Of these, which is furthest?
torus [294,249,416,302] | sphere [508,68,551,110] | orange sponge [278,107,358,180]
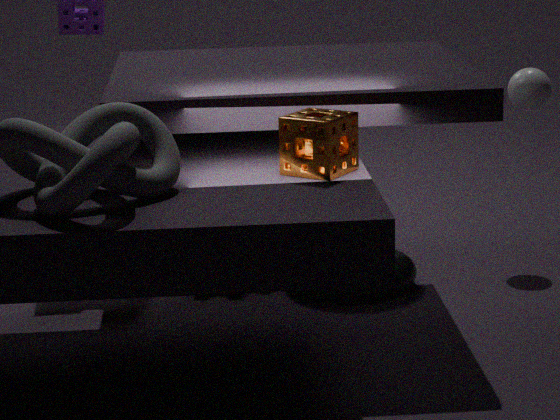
sphere [508,68,551,110]
